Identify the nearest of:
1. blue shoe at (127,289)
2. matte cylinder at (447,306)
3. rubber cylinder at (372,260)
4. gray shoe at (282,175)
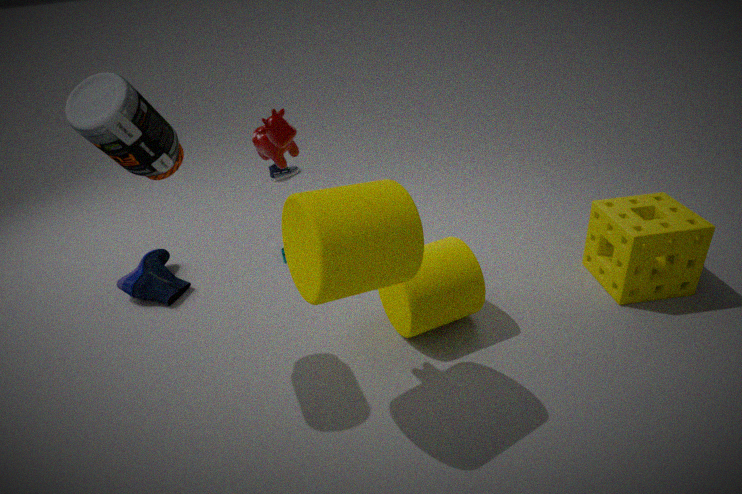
rubber cylinder at (372,260)
